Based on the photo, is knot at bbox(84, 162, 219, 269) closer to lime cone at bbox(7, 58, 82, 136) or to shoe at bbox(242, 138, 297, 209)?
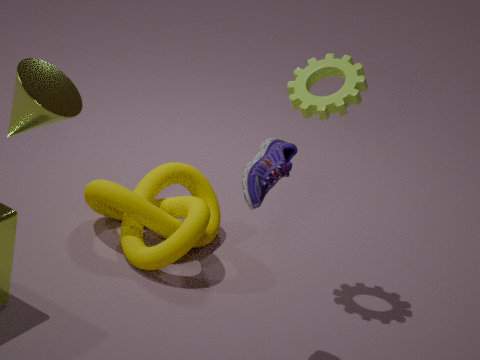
shoe at bbox(242, 138, 297, 209)
